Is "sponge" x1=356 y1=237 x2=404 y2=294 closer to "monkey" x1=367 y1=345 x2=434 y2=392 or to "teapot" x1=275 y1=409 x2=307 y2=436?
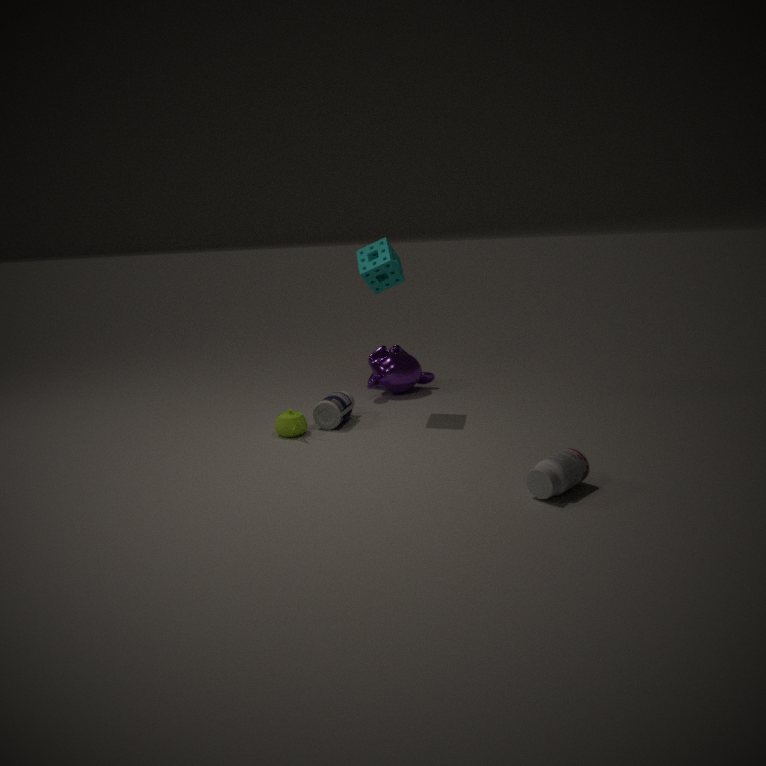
"monkey" x1=367 y1=345 x2=434 y2=392
